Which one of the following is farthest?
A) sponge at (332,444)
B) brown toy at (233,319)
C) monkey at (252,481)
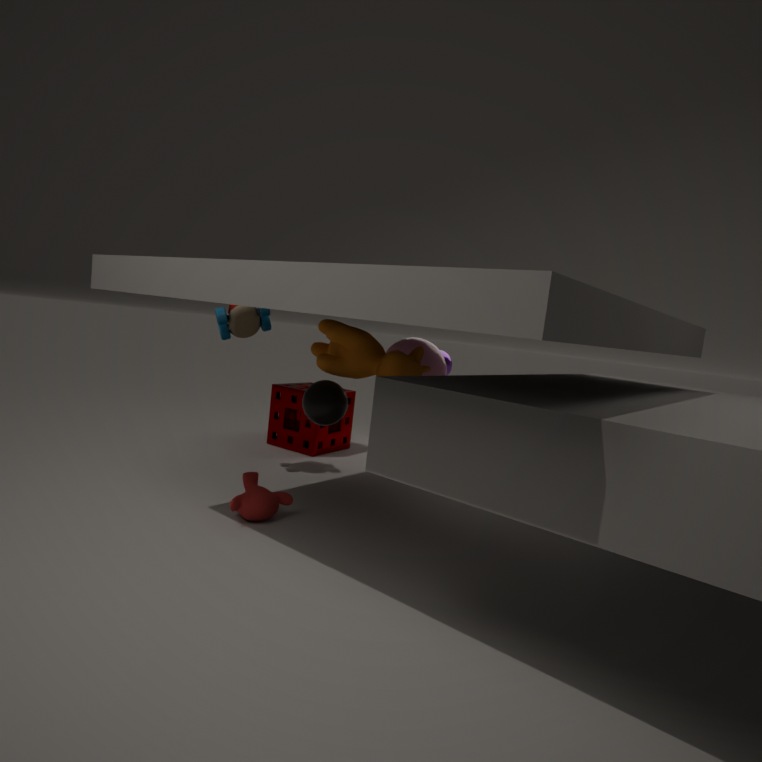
sponge at (332,444)
